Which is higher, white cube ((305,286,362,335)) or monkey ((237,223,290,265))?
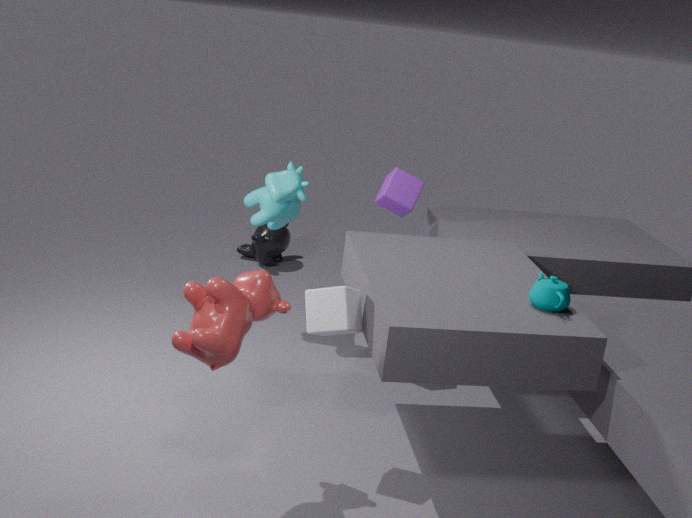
white cube ((305,286,362,335))
